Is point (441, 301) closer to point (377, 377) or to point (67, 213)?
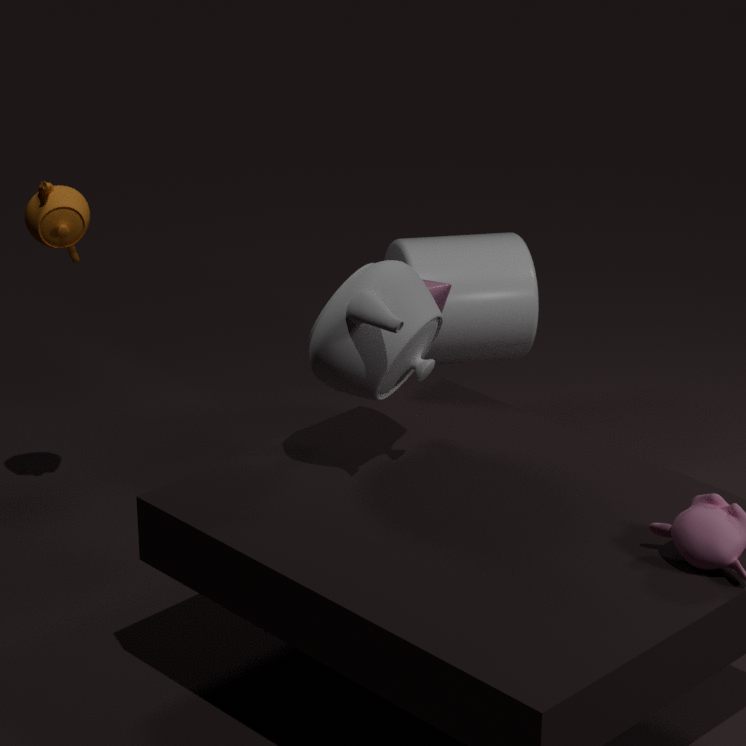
point (377, 377)
